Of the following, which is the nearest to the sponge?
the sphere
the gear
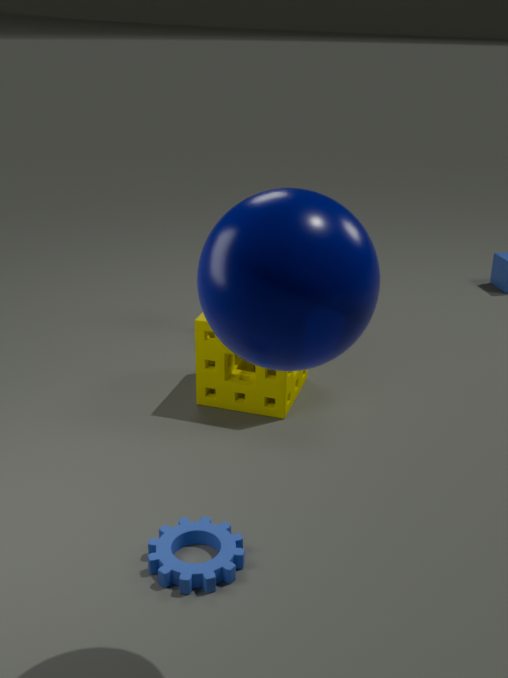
the gear
